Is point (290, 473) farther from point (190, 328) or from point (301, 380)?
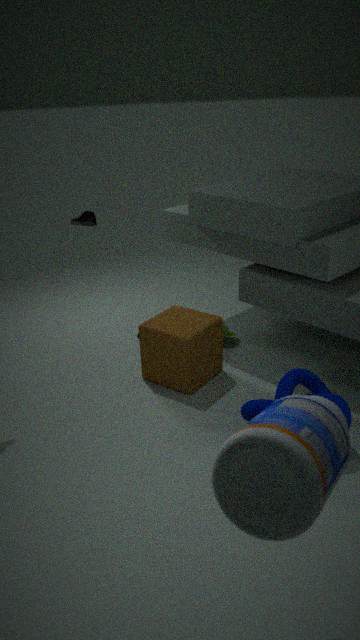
point (190, 328)
